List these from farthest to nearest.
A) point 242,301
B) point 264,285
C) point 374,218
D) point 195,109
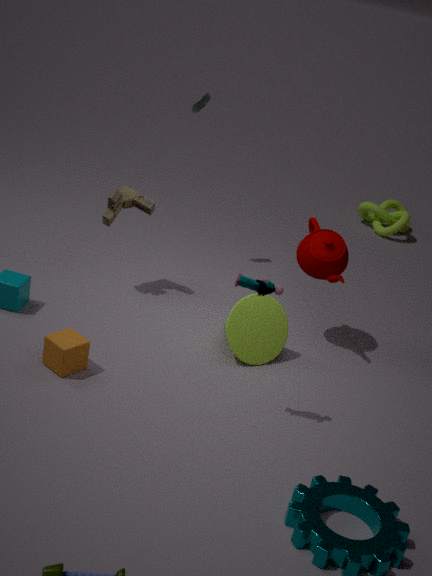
point 374,218, point 195,109, point 242,301, point 264,285
